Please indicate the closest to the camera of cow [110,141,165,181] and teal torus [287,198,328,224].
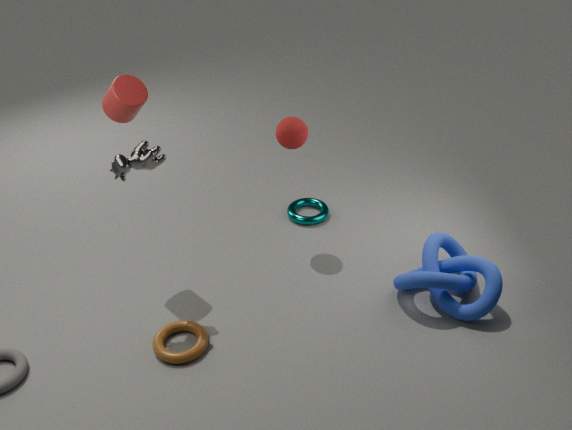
cow [110,141,165,181]
